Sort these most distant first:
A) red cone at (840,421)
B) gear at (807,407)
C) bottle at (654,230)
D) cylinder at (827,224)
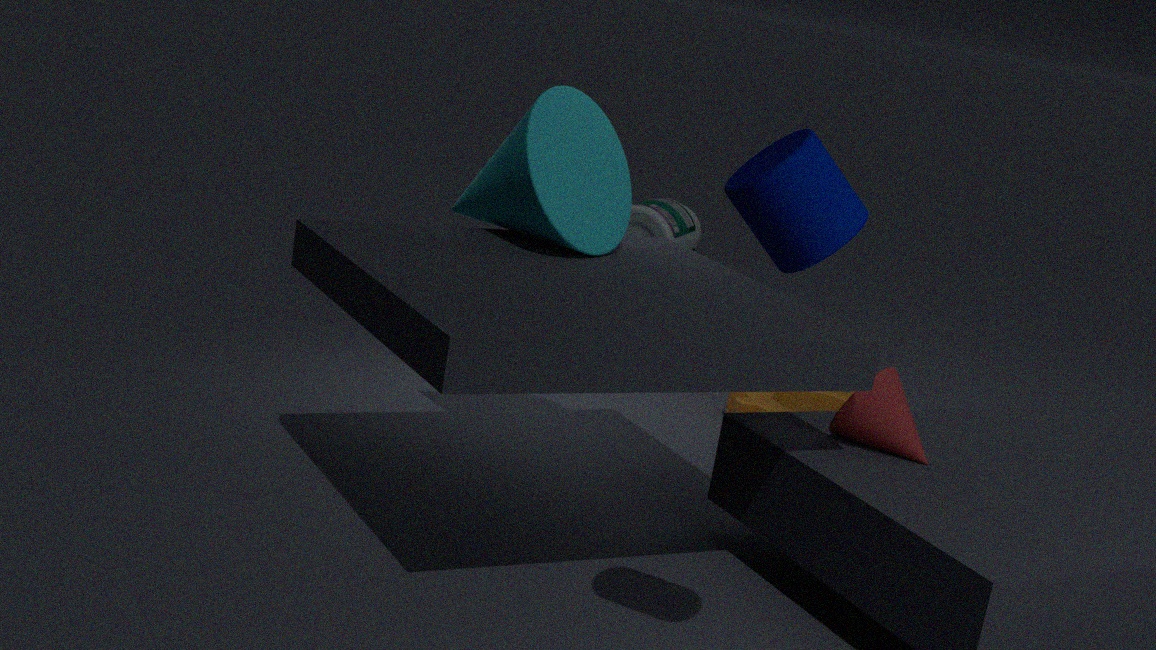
bottle at (654,230), gear at (807,407), red cone at (840,421), cylinder at (827,224)
